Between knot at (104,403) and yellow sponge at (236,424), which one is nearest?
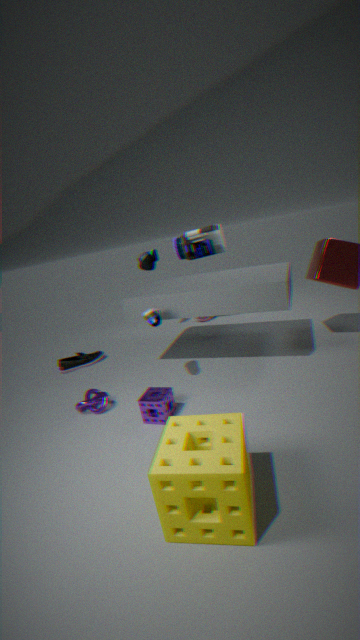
yellow sponge at (236,424)
